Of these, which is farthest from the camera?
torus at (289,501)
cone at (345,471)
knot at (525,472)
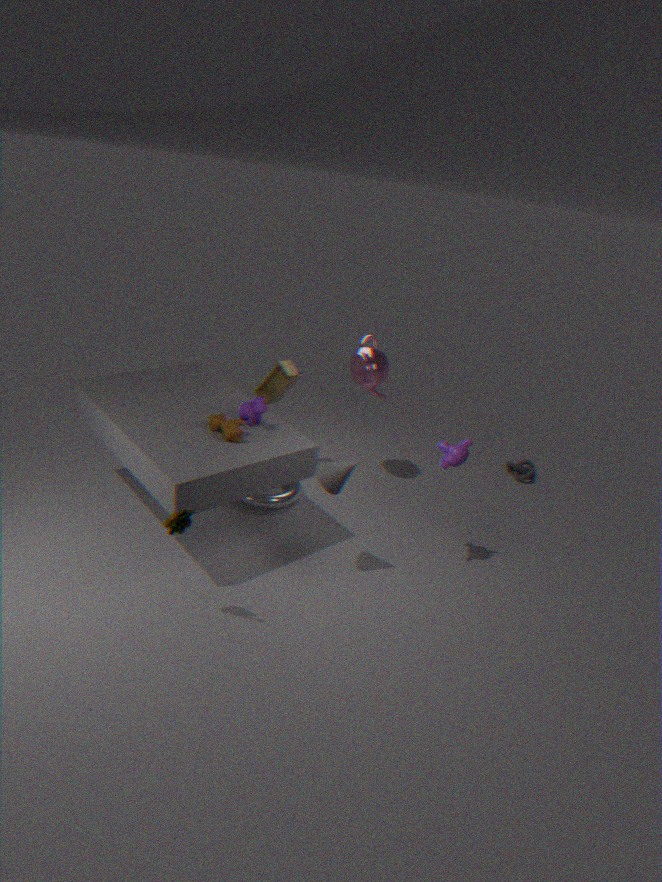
knot at (525,472)
